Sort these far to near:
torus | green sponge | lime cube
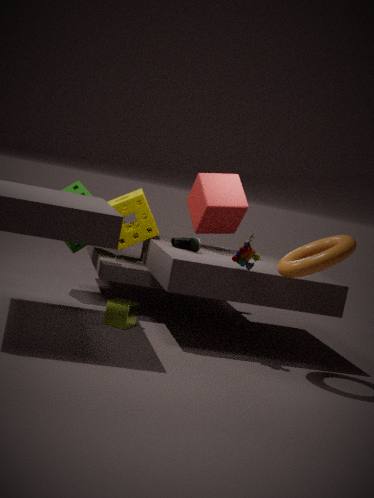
1. green sponge
2. lime cube
3. torus
